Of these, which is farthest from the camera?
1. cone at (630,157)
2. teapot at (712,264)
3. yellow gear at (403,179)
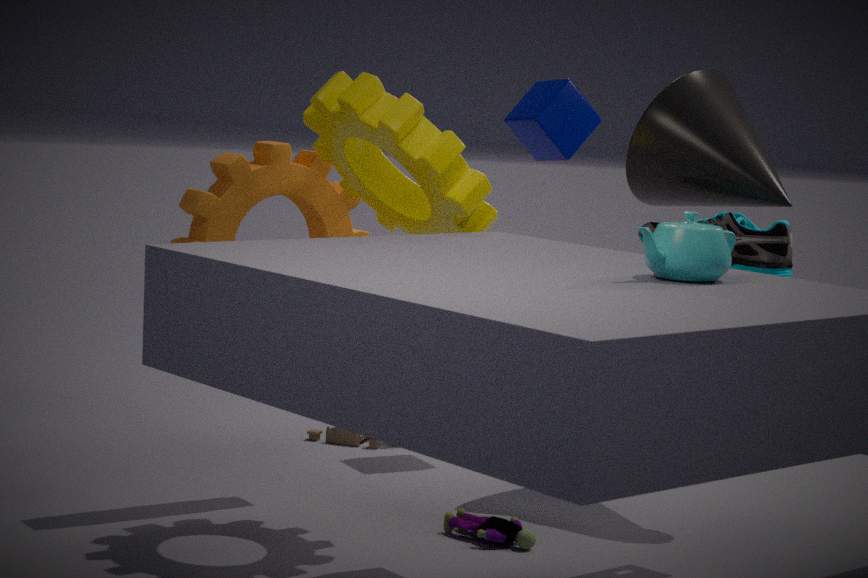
cone at (630,157)
